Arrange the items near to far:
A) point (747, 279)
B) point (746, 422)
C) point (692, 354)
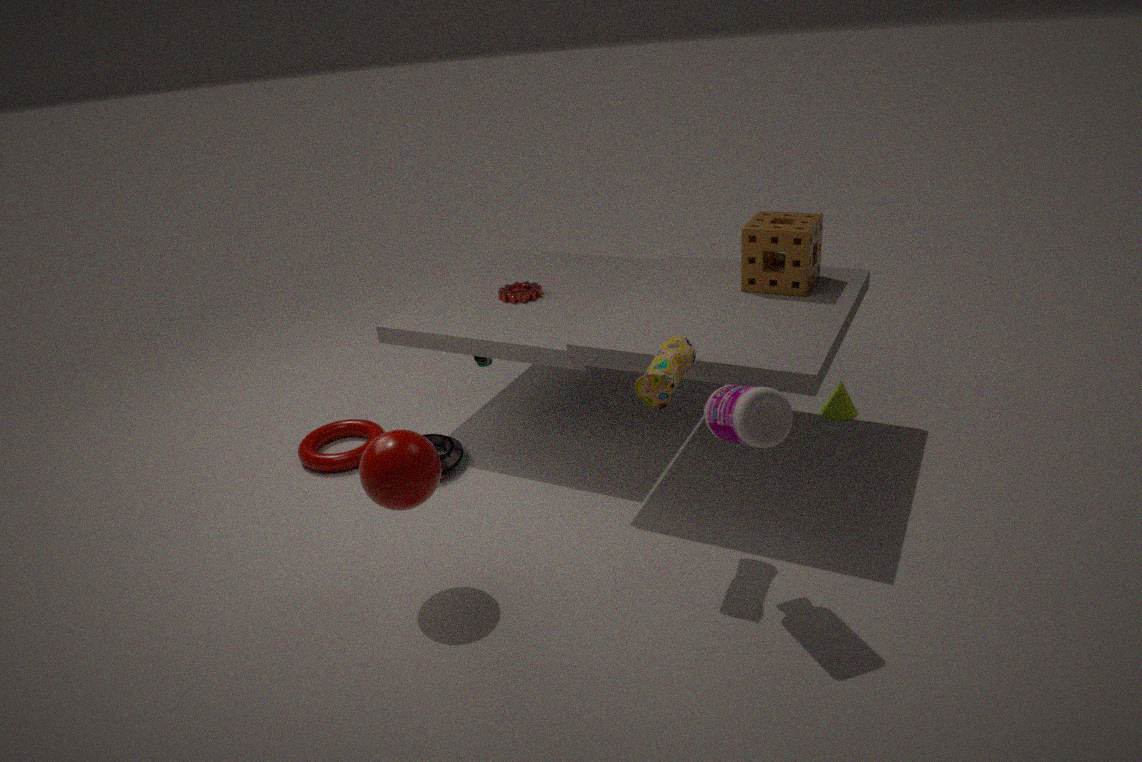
point (746, 422)
point (692, 354)
point (747, 279)
